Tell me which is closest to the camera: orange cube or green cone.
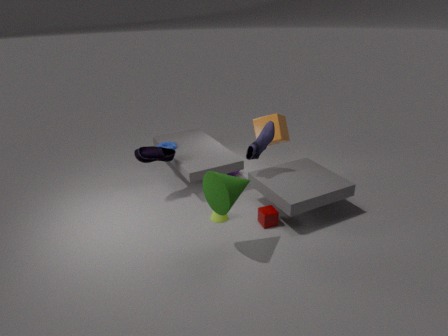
green cone
